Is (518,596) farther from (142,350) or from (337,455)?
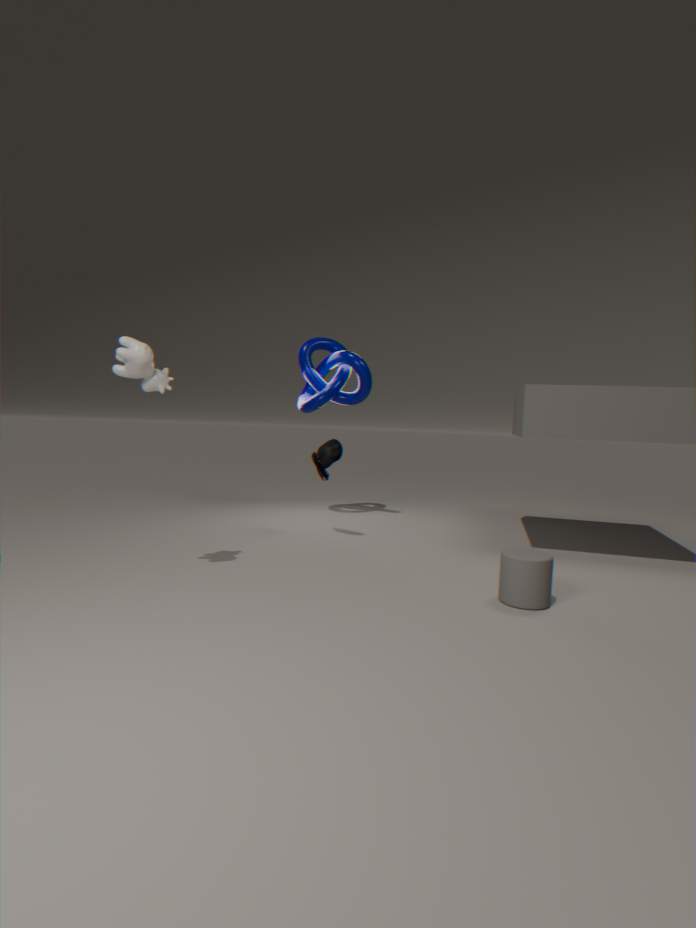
(142,350)
